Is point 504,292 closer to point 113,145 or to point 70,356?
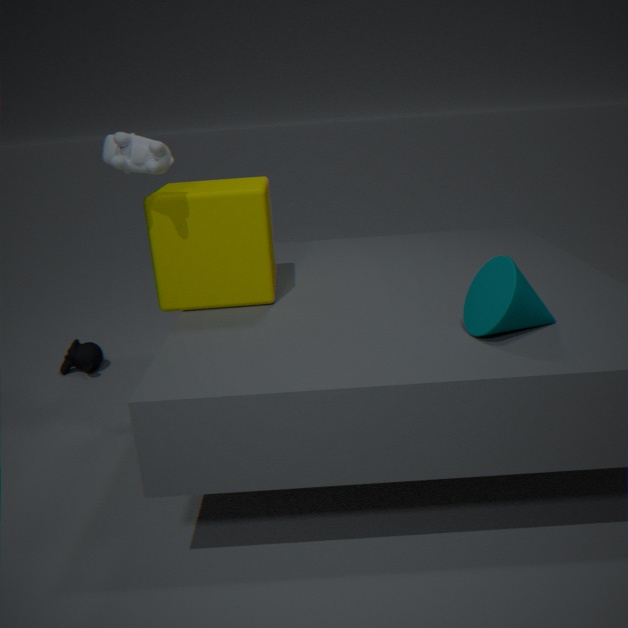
point 113,145
